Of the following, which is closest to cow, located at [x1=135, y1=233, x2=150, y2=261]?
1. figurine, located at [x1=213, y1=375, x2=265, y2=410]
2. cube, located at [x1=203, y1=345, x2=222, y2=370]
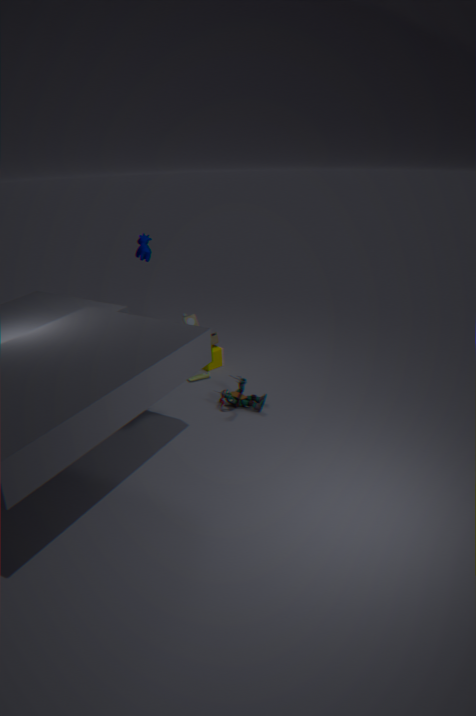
cube, located at [x1=203, y1=345, x2=222, y2=370]
